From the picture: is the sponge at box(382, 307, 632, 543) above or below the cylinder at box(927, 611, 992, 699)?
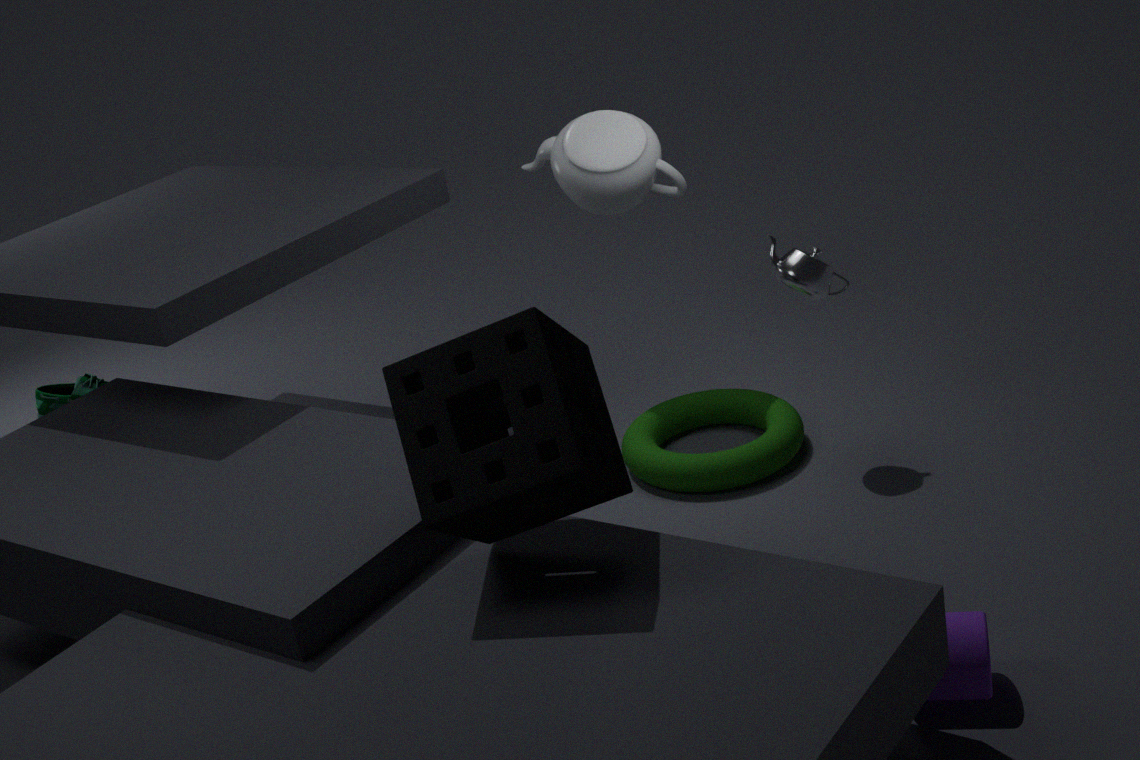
above
